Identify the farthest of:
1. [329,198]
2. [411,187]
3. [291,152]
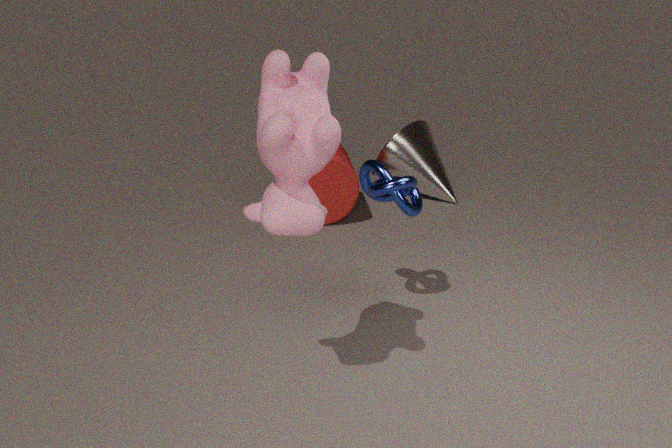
[329,198]
